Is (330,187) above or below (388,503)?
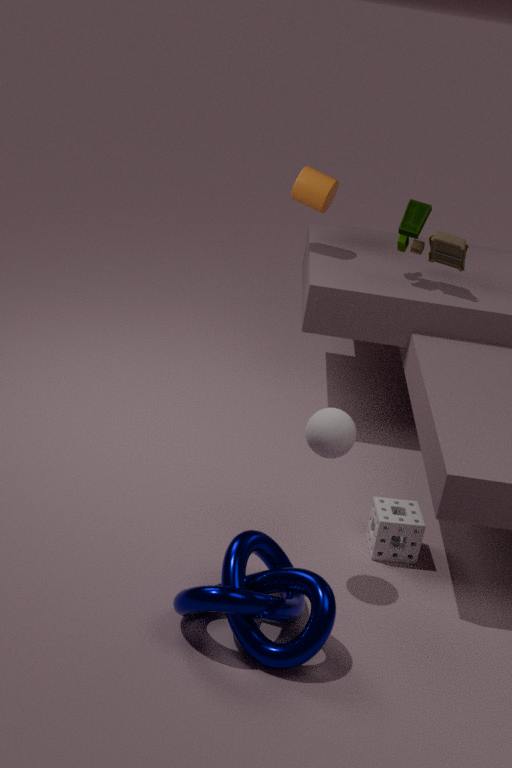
above
